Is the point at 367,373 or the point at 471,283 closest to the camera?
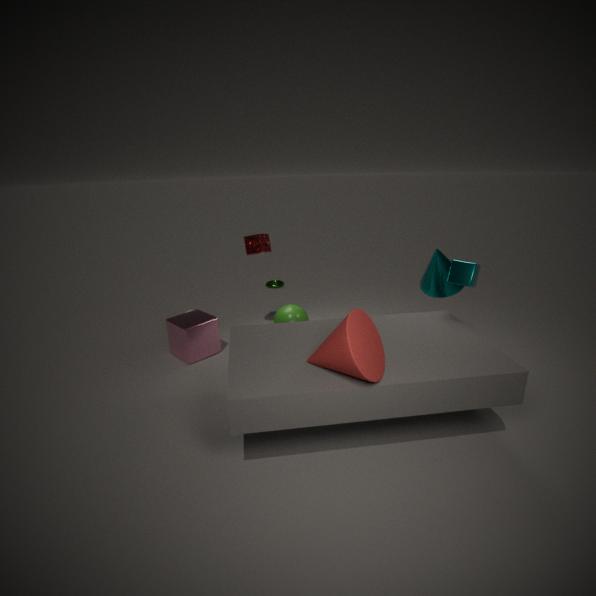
the point at 367,373
